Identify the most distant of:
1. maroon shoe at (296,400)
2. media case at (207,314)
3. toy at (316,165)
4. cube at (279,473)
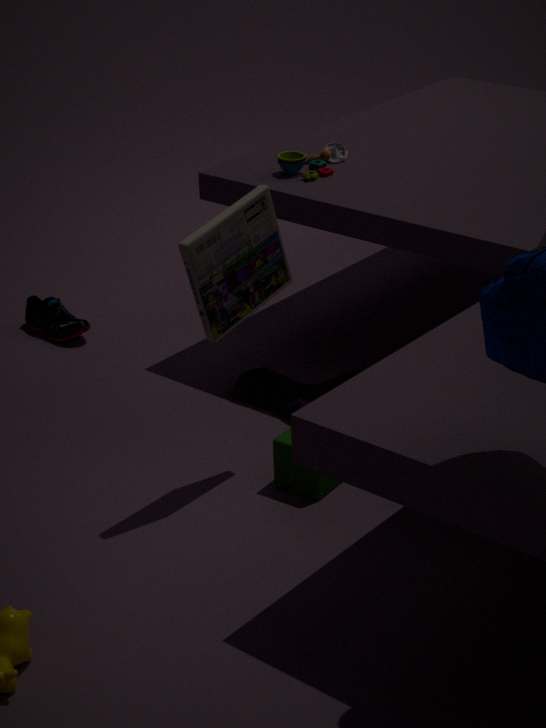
toy at (316,165)
